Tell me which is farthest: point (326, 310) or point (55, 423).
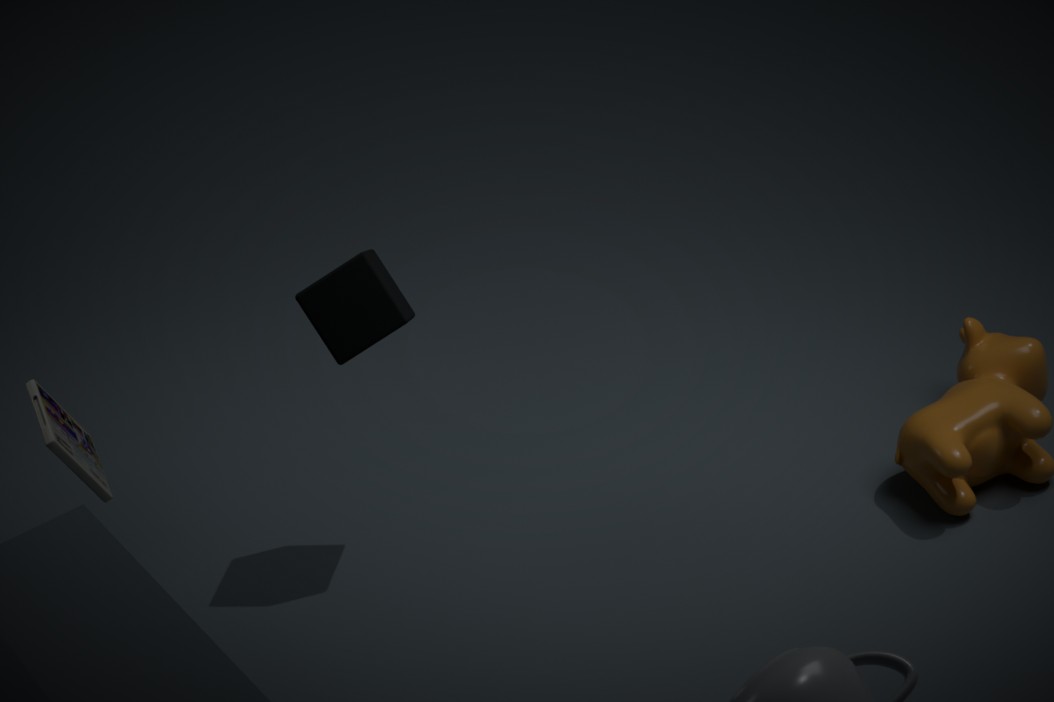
point (326, 310)
